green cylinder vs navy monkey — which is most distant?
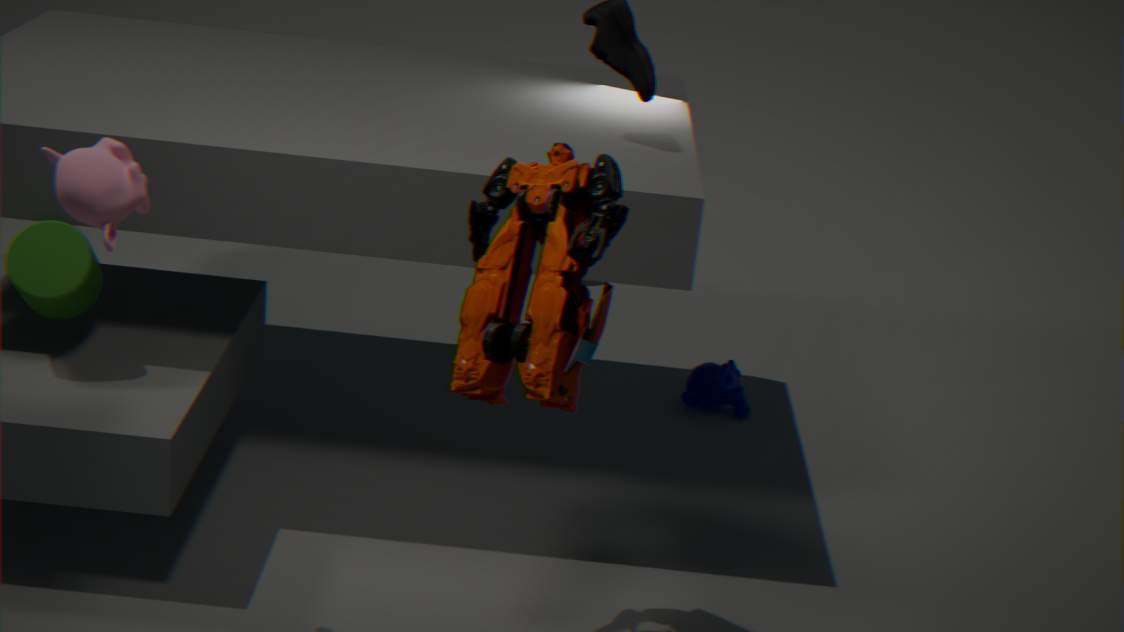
navy monkey
